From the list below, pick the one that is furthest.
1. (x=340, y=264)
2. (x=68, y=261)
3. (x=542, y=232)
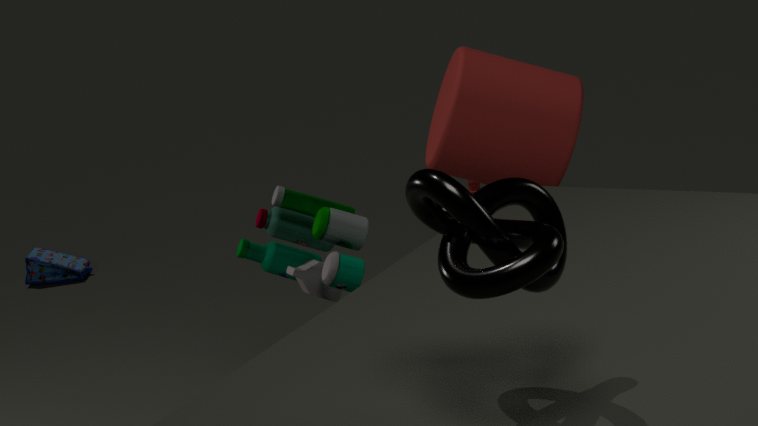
(x=68, y=261)
